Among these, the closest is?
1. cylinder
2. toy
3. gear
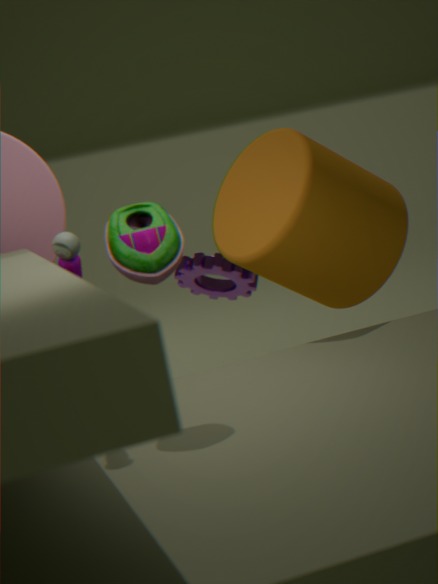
toy
